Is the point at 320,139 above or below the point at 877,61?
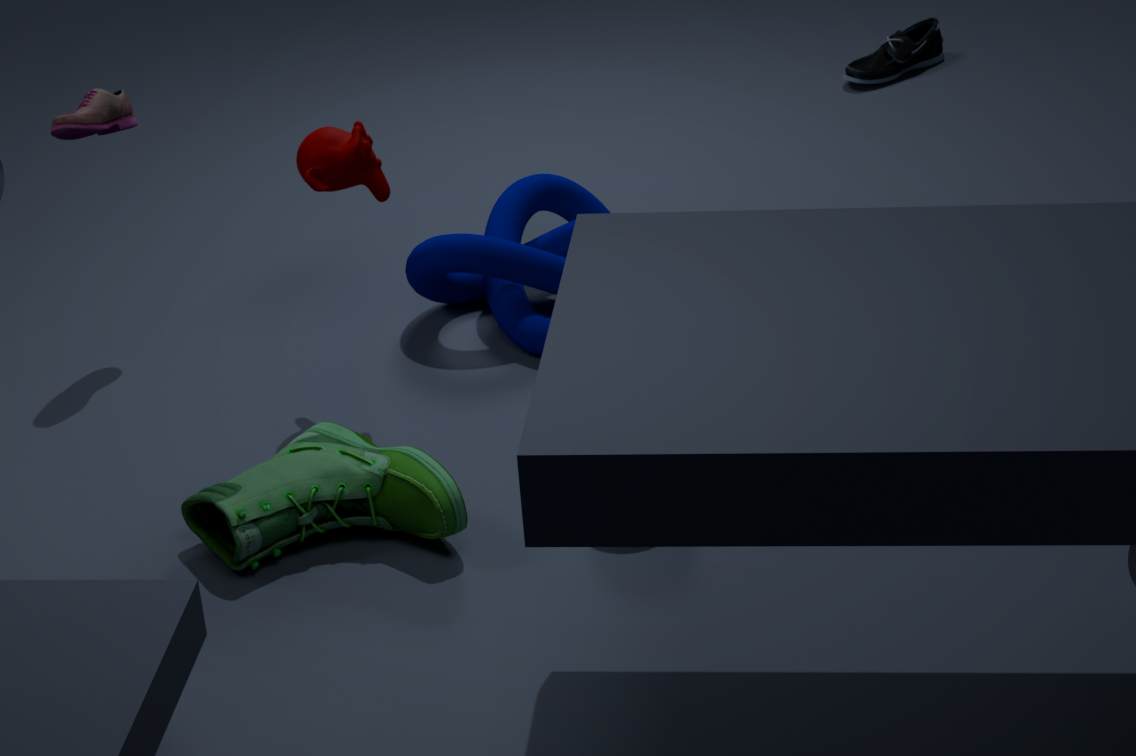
above
